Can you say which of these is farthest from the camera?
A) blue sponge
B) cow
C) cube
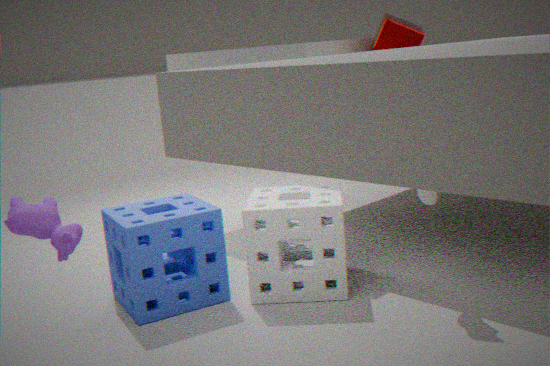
cube
